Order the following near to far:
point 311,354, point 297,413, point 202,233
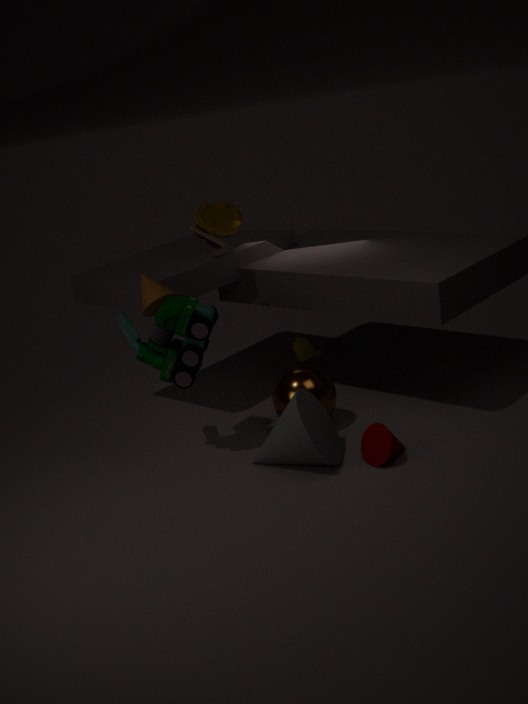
1. point 297,413
2. point 202,233
3. point 311,354
